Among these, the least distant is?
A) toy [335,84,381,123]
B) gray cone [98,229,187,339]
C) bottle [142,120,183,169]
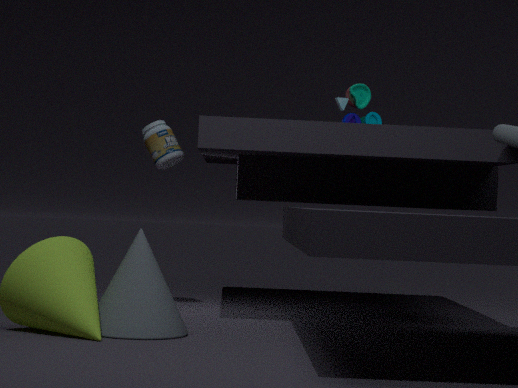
gray cone [98,229,187,339]
